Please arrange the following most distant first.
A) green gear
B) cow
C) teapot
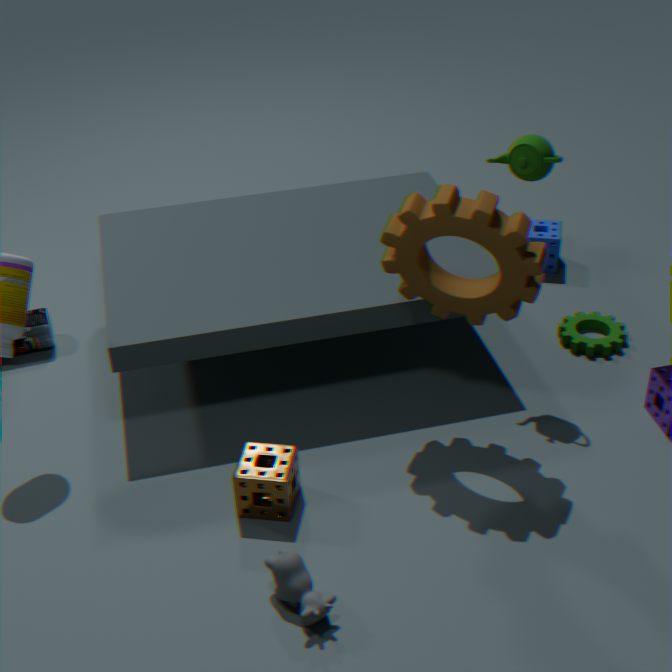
green gear → teapot → cow
